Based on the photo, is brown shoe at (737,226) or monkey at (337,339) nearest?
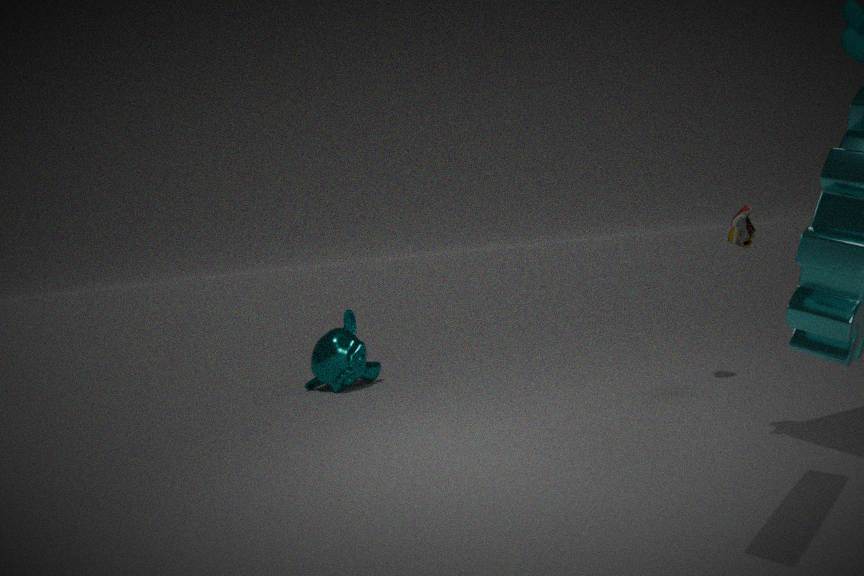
brown shoe at (737,226)
